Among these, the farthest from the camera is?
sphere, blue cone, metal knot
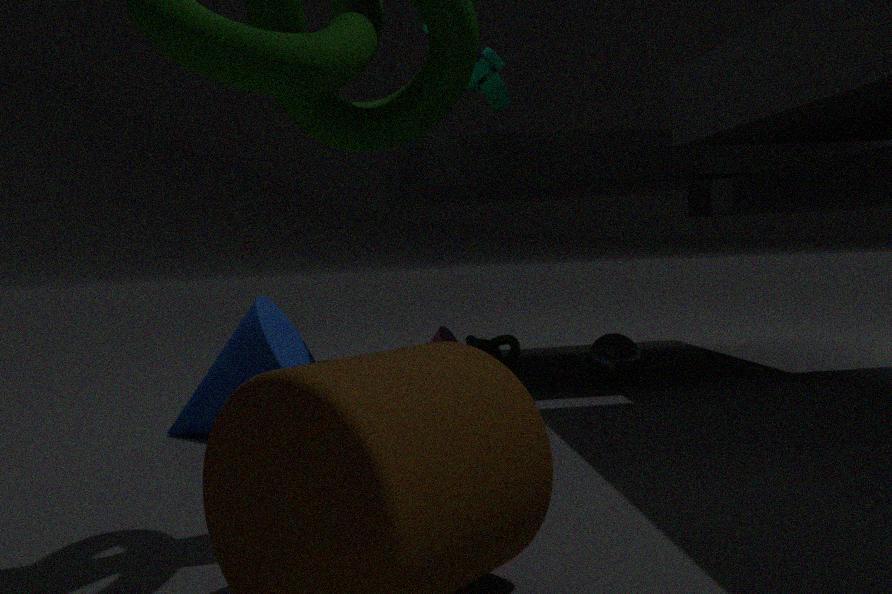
metal knot
